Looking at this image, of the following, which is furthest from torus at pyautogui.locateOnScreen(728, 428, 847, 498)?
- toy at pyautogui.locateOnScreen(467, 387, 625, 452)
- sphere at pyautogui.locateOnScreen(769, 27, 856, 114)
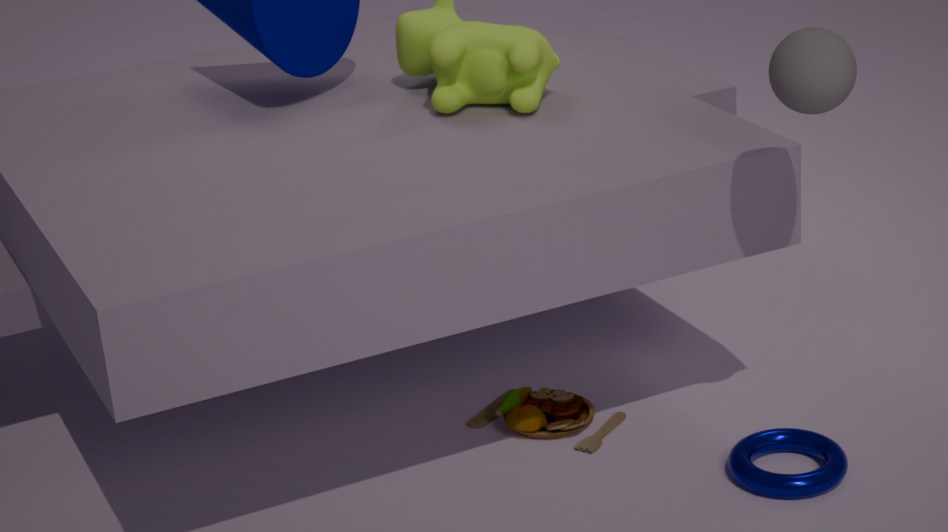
sphere at pyautogui.locateOnScreen(769, 27, 856, 114)
